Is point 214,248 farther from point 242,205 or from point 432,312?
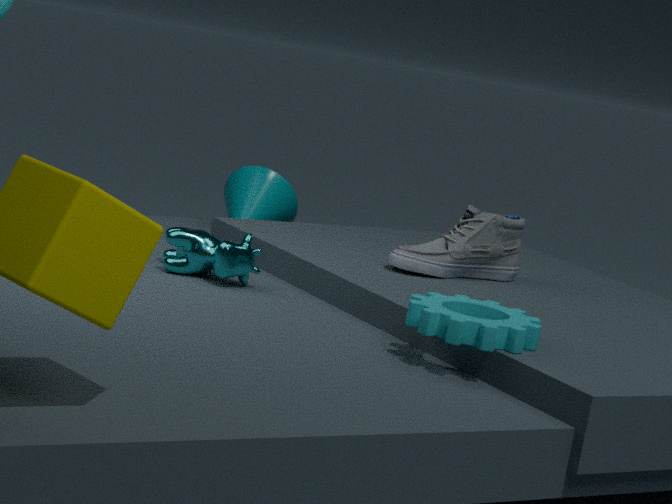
point 432,312
